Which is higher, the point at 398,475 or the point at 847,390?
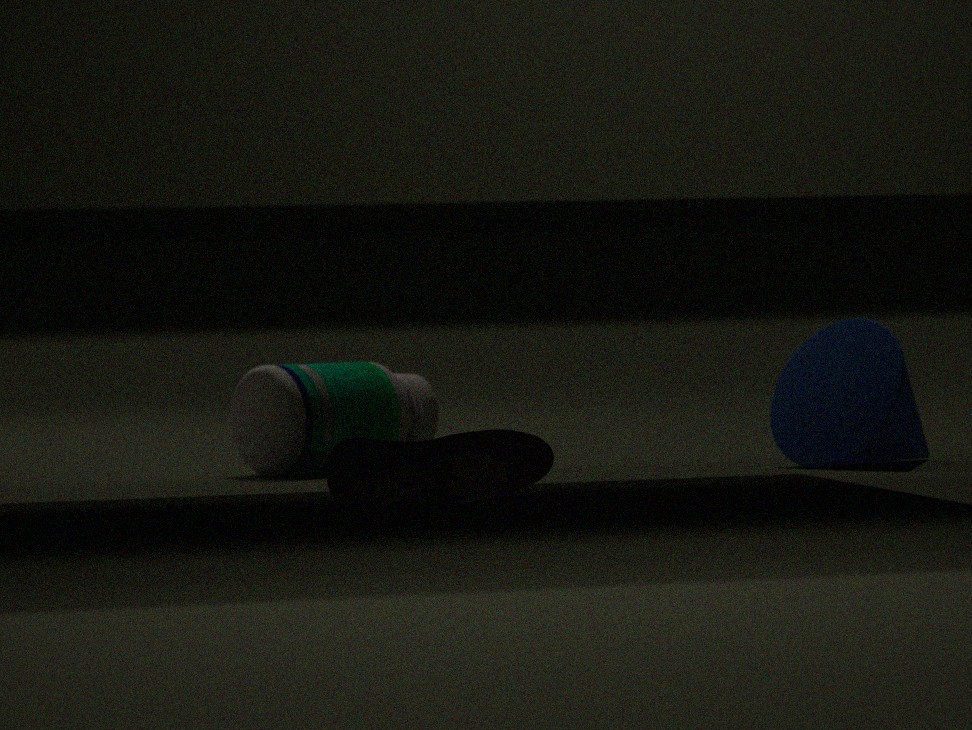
the point at 847,390
